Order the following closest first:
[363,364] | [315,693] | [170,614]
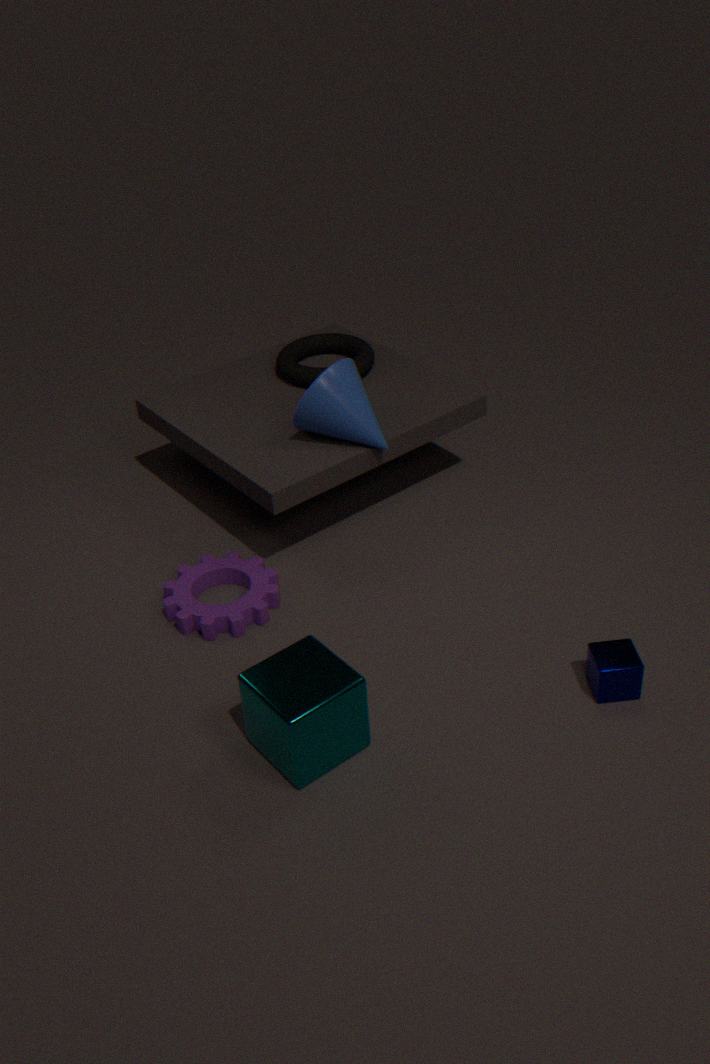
1. [315,693]
2. [170,614]
3. [363,364]
